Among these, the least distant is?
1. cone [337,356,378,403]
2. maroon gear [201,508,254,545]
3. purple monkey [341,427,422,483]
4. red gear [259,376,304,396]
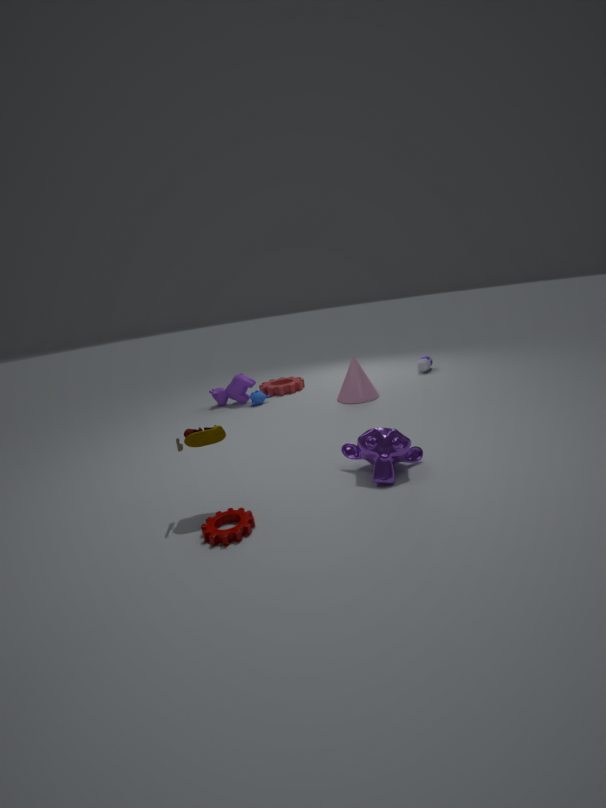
maroon gear [201,508,254,545]
